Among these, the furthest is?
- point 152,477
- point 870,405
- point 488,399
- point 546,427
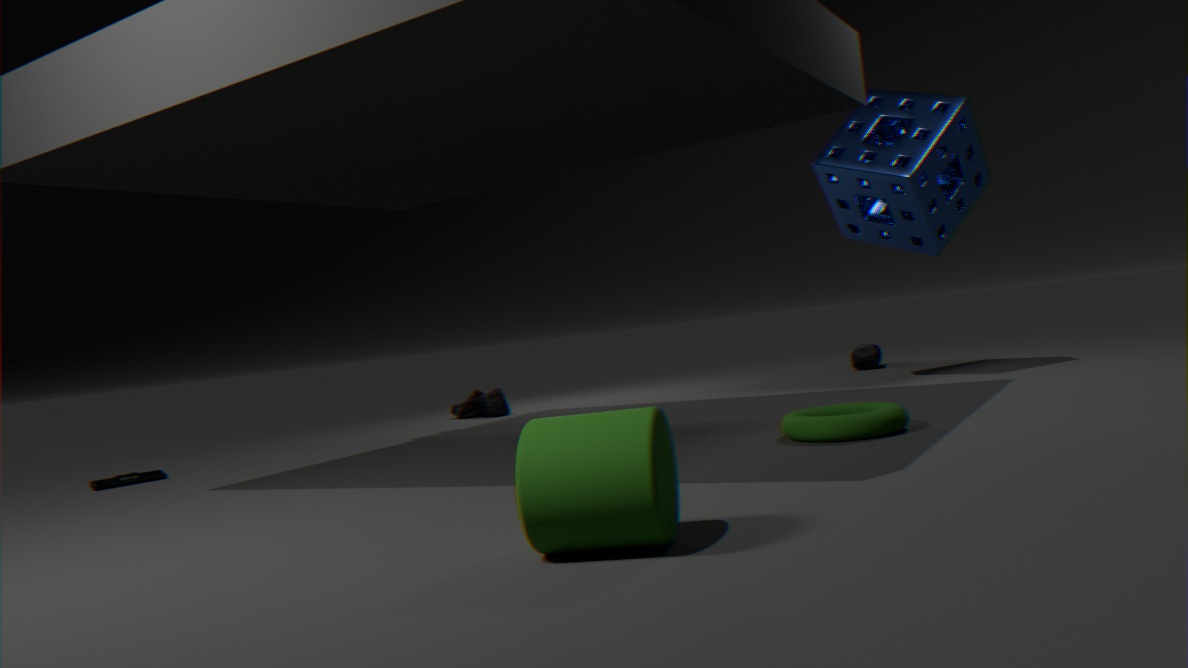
point 488,399
